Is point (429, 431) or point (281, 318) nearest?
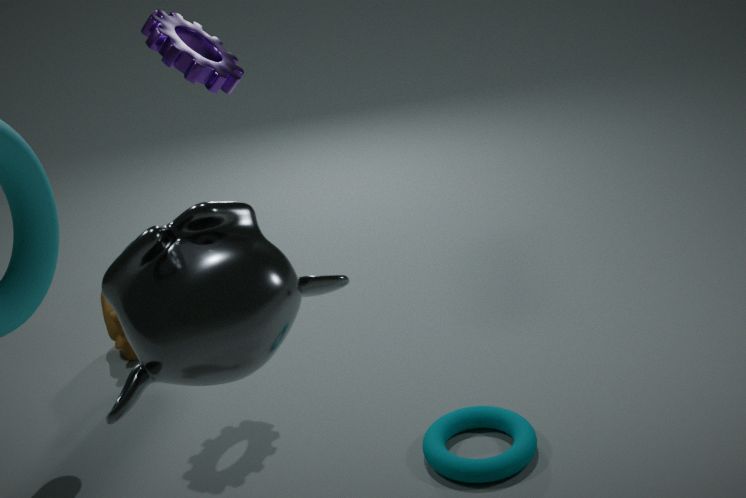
point (281, 318)
